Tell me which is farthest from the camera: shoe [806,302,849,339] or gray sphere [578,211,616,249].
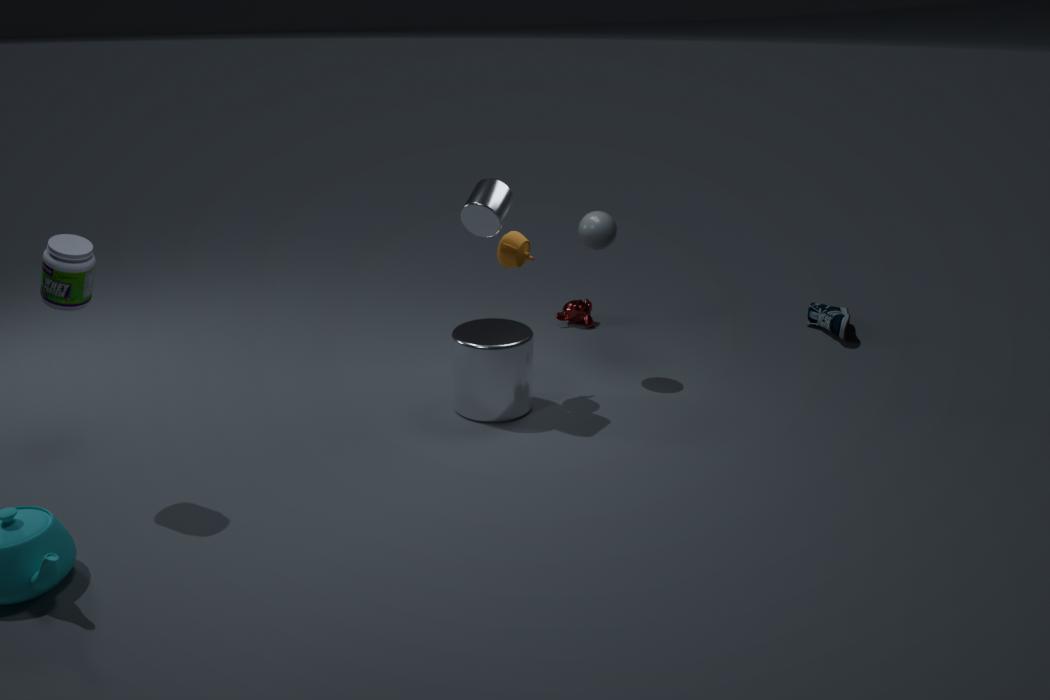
shoe [806,302,849,339]
